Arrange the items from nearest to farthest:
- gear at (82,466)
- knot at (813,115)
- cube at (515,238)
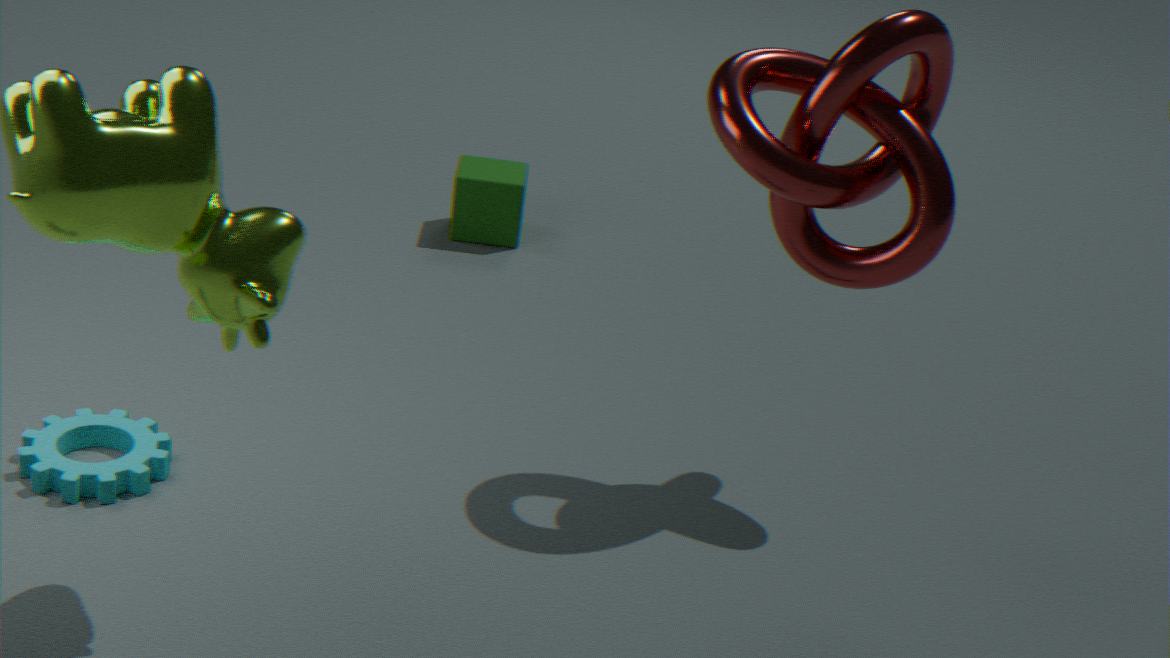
1. gear at (82,466)
2. knot at (813,115)
3. cube at (515,238)
